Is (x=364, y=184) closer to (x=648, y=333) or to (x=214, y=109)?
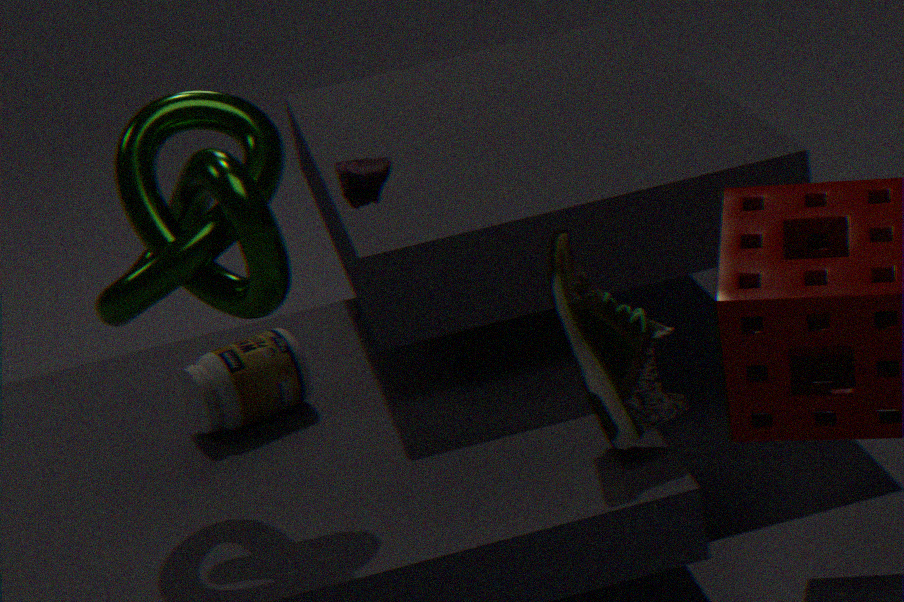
(x=214, y=109)
